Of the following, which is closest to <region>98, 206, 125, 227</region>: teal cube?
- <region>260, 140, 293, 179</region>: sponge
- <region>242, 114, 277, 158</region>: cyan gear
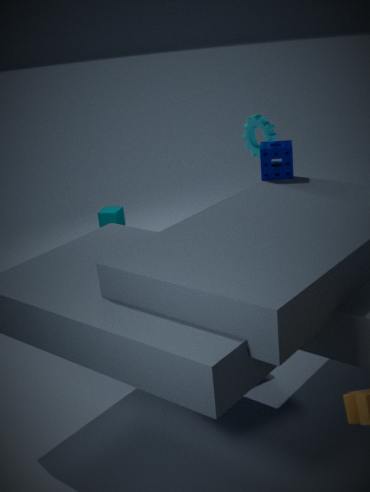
<region>242, 114, 277, 158</region>: cyan gear
